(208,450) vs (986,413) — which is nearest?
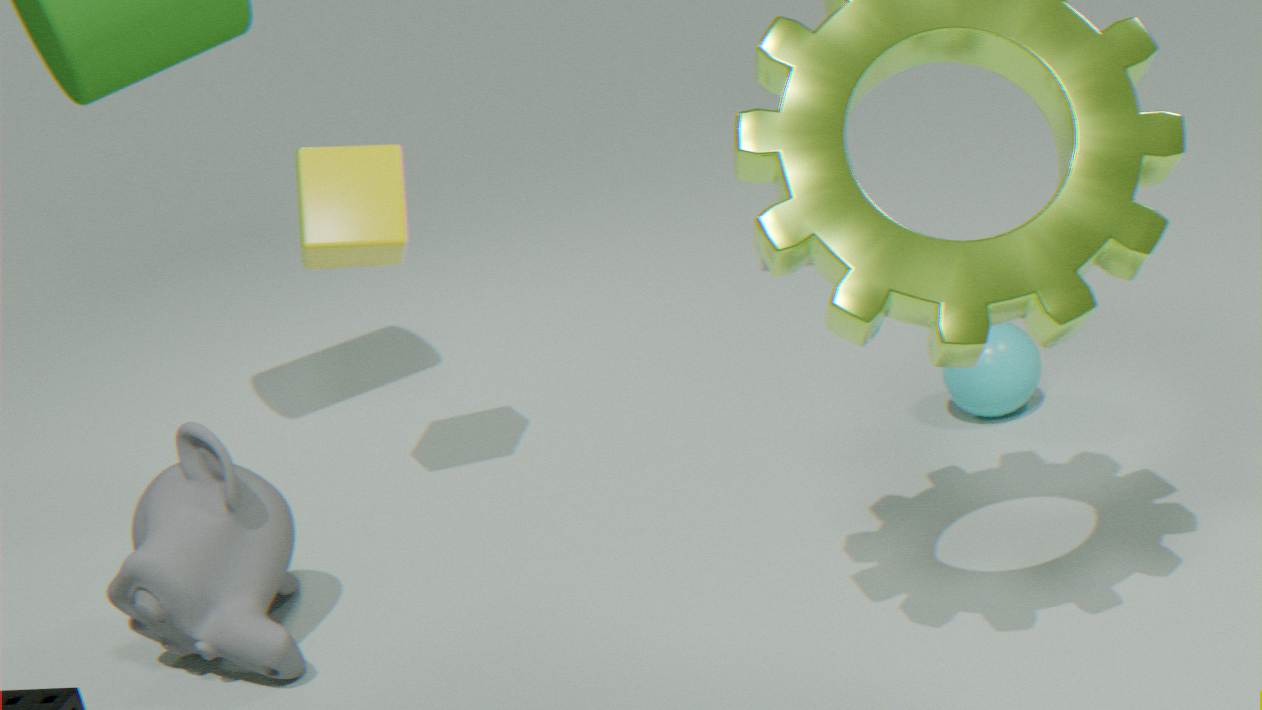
(208,450)
